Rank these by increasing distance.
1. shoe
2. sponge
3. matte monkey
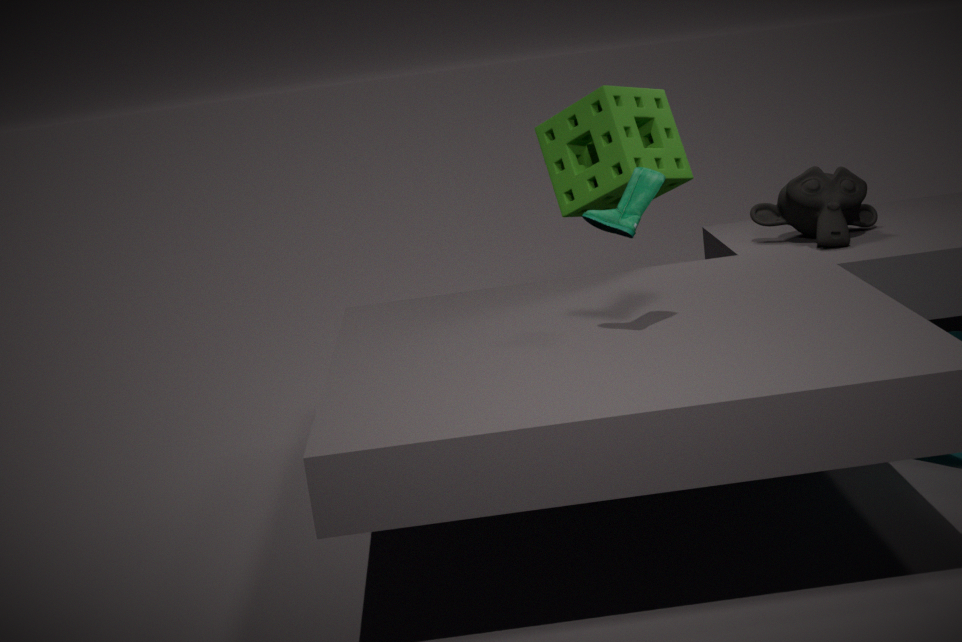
shoe < sponge < matte monkey
